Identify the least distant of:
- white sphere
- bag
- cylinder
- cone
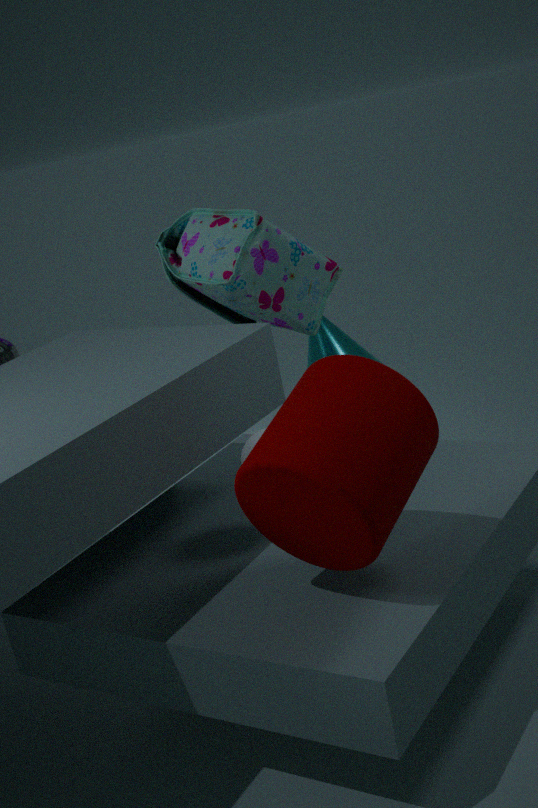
cylinder
